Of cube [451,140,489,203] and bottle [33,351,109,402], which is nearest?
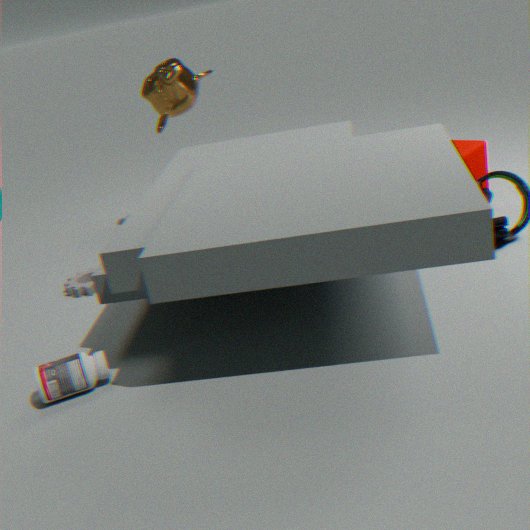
bottle [33,351,109,402]
